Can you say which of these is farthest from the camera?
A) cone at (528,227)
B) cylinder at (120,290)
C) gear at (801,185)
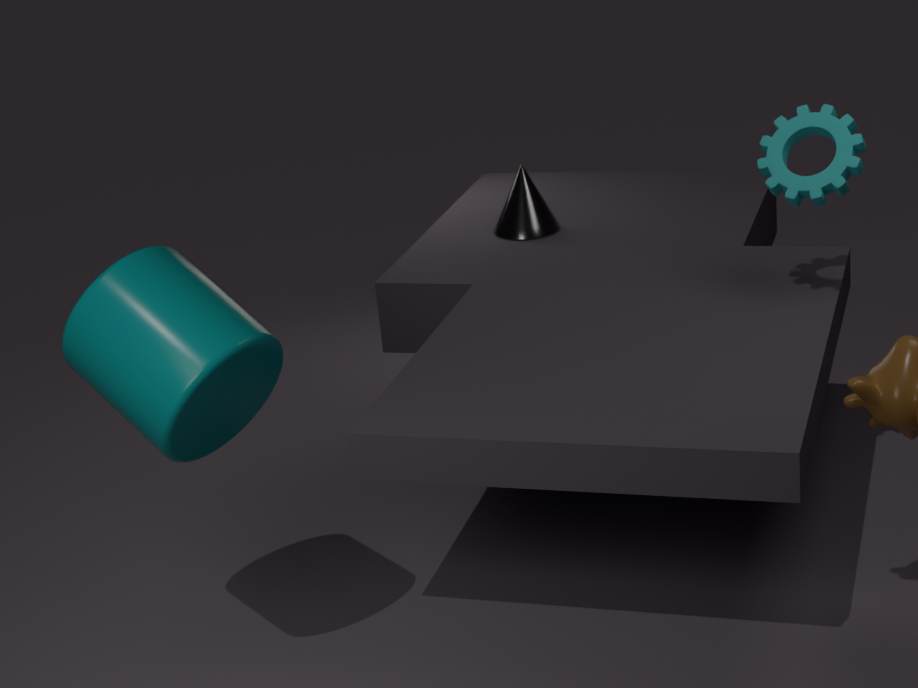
cone at (528,227)
